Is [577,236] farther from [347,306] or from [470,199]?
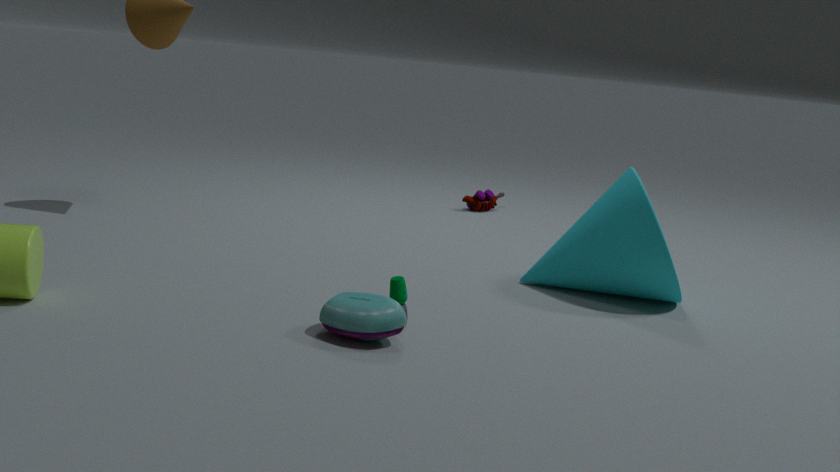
[470,199]
